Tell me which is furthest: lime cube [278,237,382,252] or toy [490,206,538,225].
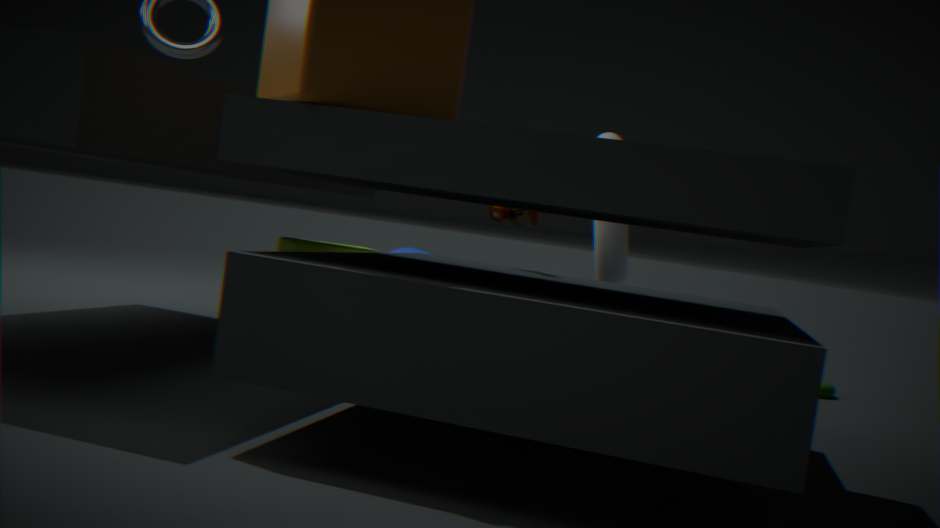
lime cube [278,237,382,252]
